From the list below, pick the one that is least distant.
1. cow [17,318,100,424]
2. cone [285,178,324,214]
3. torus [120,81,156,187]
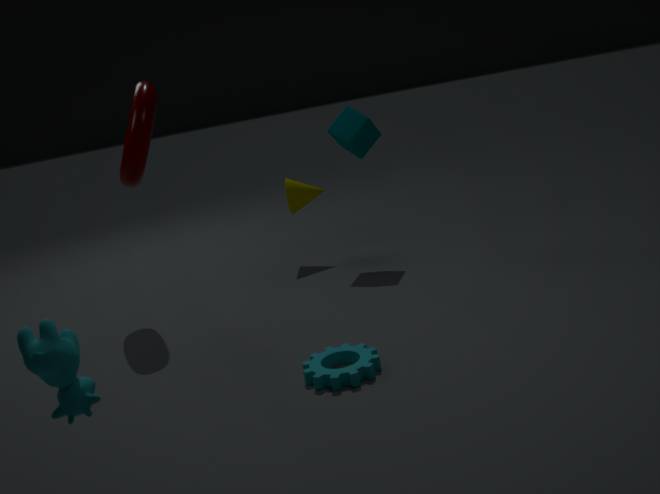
cow [17,318,100,424]
